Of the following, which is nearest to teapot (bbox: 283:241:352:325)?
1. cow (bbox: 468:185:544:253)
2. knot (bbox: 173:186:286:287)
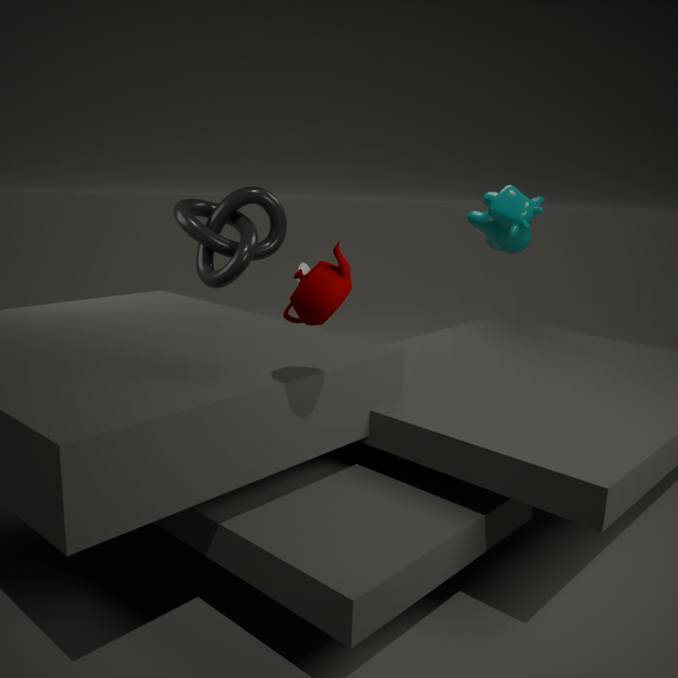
knot (bbox: 173:186:286:287)
